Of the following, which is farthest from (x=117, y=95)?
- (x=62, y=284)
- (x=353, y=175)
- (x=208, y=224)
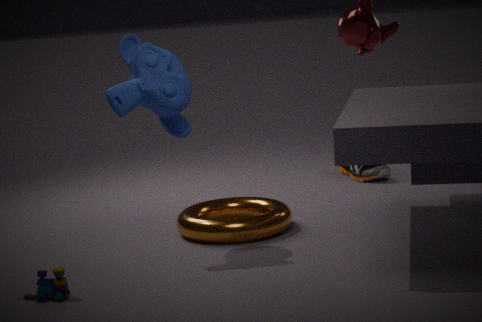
(x=353, y=175)
